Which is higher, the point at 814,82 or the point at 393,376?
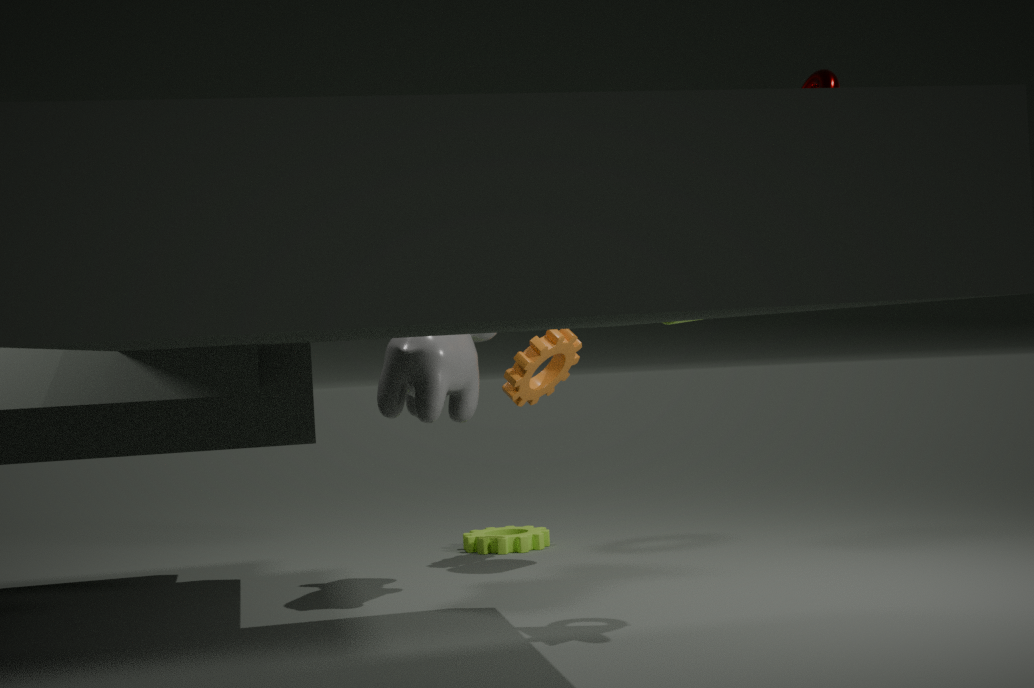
the point at 814,82
